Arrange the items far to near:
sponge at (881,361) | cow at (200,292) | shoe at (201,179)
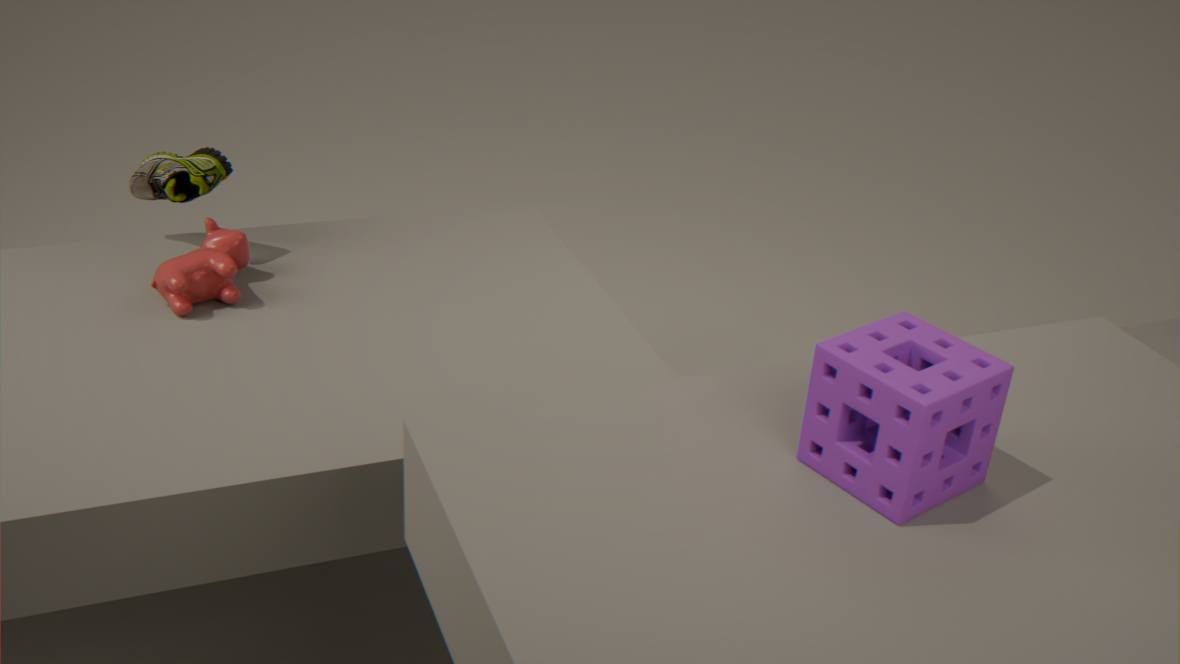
1. shoe at (201,179)
2. cow at (200,292)
3. sponge at (881,361)
